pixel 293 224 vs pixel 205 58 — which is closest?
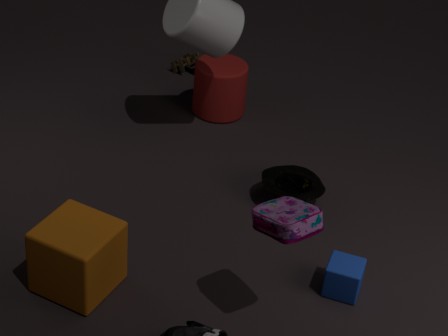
pixel 293 224
